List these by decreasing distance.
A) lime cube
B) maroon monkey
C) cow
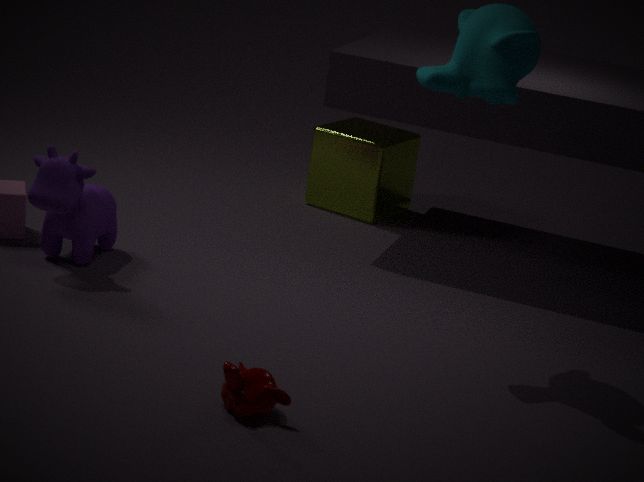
lime cube
cow
maroon monkey
